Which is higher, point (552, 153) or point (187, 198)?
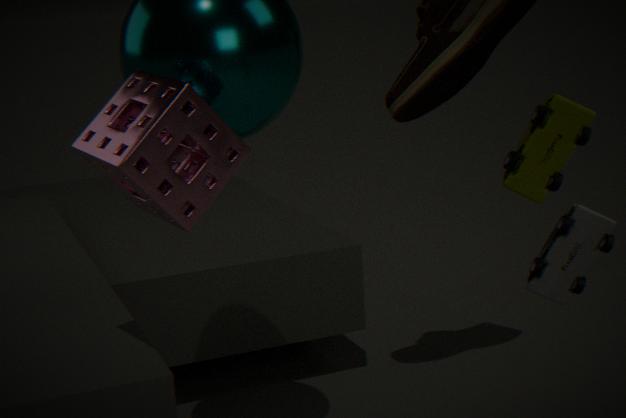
point (187, 198)
